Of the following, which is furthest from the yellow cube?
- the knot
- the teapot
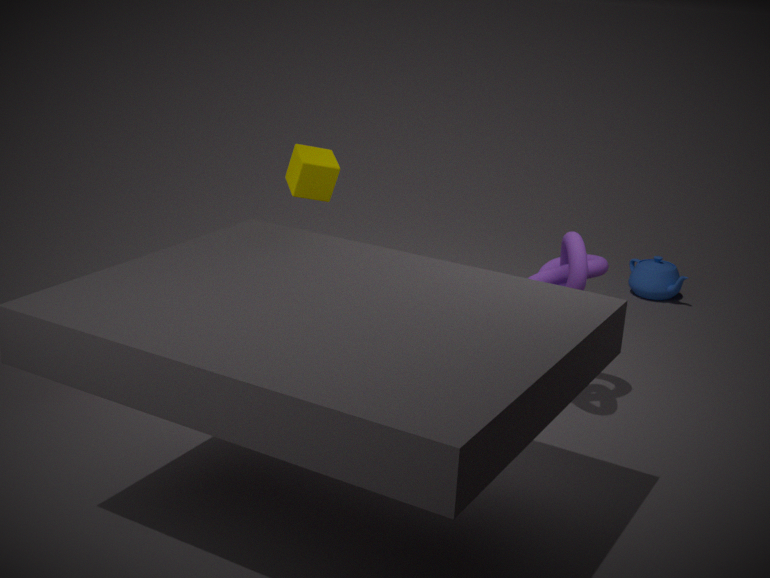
the teapot
